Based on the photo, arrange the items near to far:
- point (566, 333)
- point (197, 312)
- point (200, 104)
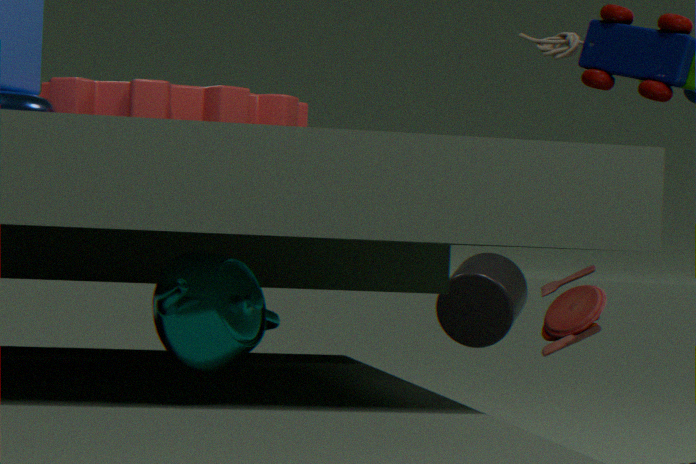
point (197, 312)
point (200, 104)
point (566, 333)
